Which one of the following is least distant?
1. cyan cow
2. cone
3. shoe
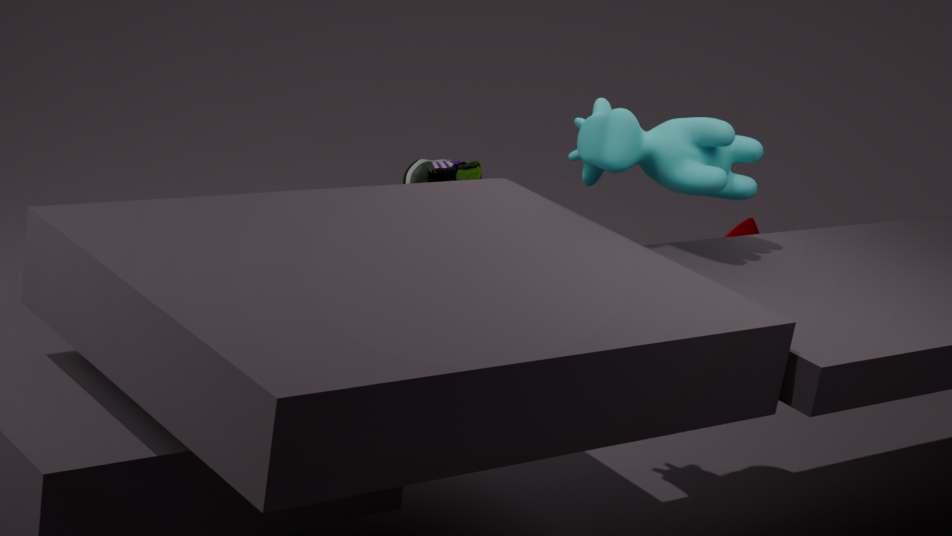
cyan cow
